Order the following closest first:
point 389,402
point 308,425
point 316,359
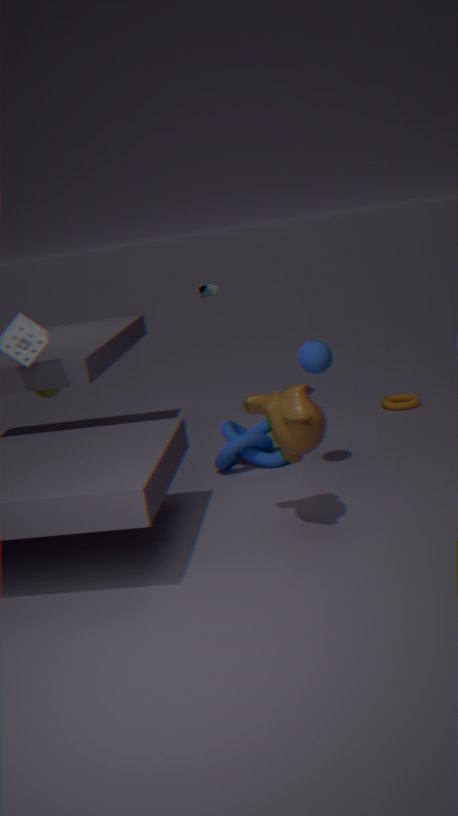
point 308,425 < point 316,359 < point 389,402
